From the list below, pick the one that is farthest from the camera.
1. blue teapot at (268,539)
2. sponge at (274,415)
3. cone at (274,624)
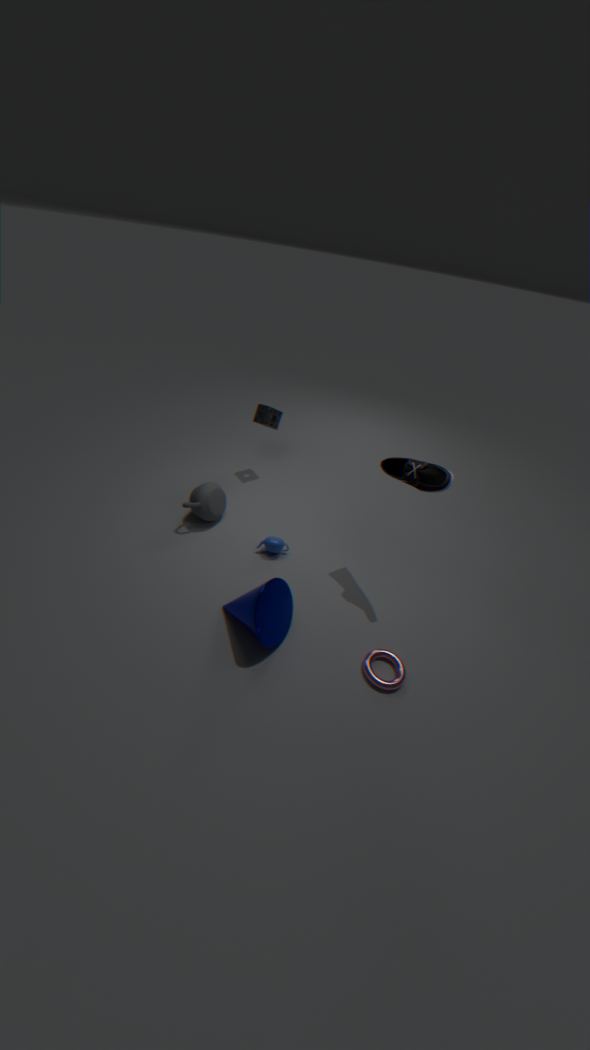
sponge at (274,415)
